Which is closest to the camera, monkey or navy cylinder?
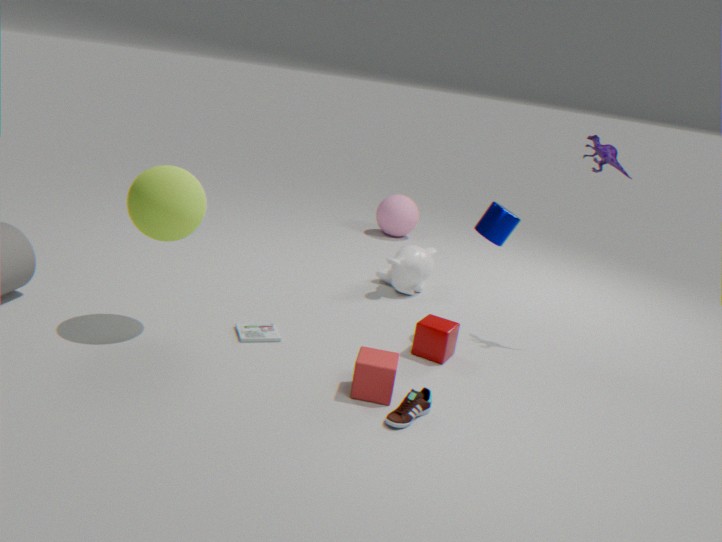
navy cylinder
